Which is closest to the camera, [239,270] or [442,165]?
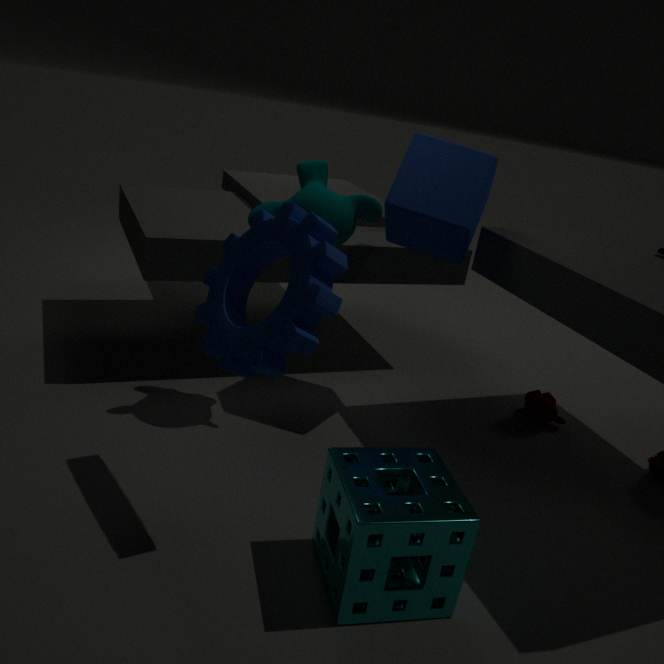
[239,270]
